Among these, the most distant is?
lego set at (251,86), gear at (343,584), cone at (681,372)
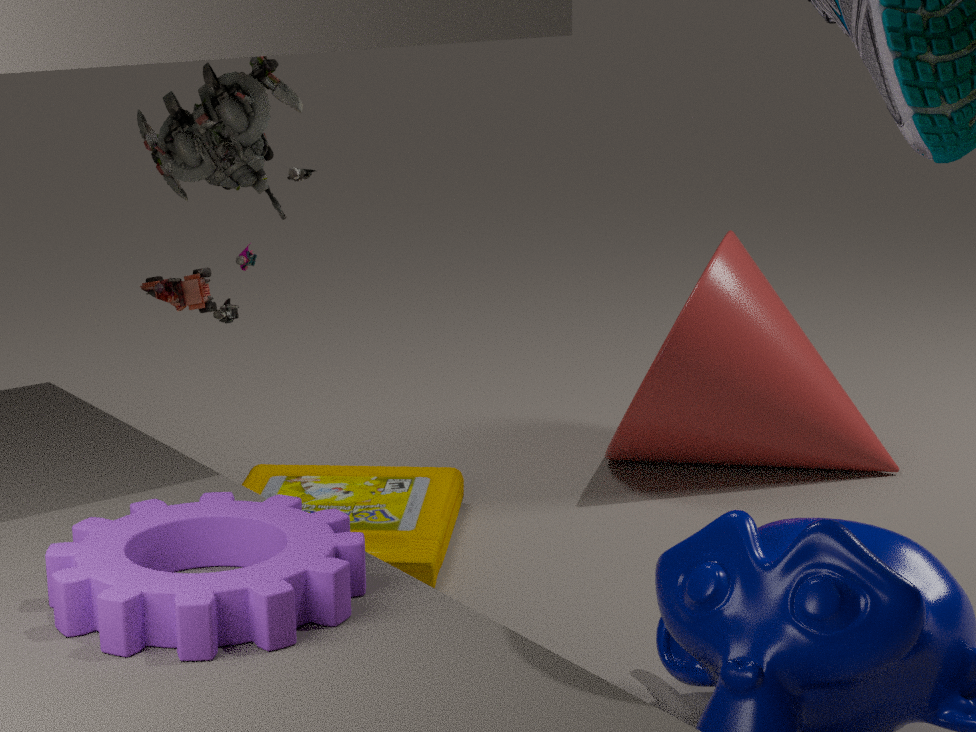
cone at (681,372)
